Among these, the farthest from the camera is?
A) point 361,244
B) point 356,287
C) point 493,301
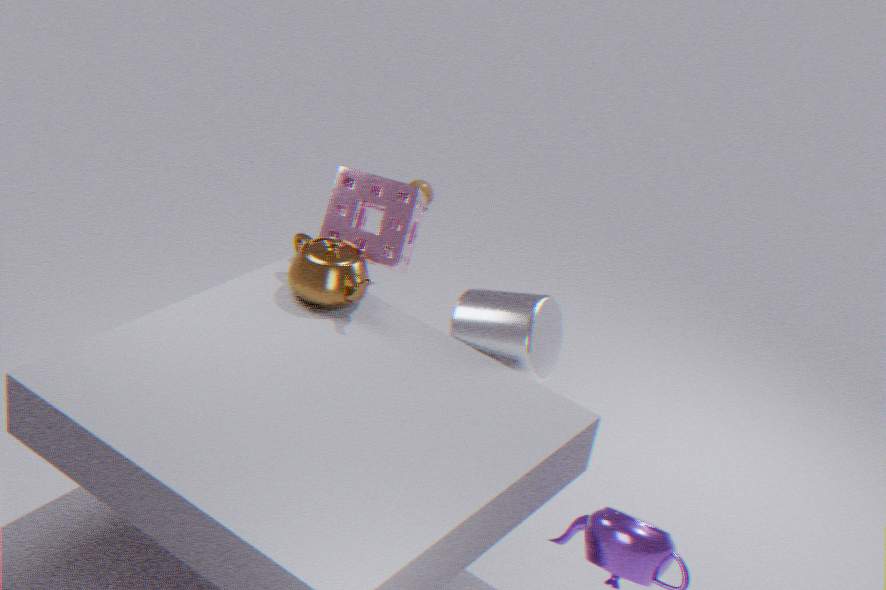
point 361,244
